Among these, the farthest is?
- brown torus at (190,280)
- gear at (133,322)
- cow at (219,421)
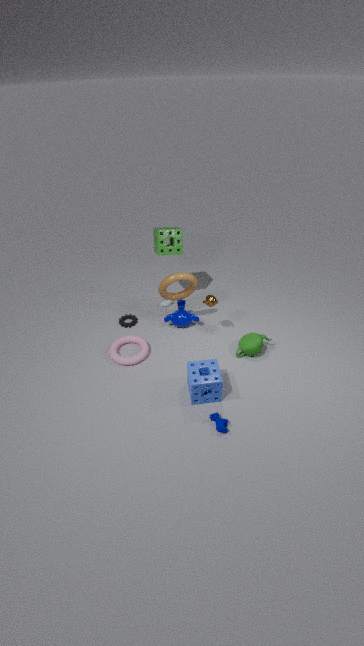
→ gear at (133,322)
